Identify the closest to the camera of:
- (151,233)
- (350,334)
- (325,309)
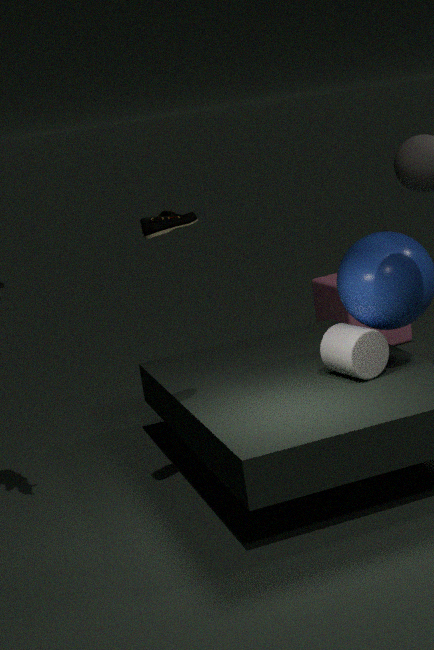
(151,233)
